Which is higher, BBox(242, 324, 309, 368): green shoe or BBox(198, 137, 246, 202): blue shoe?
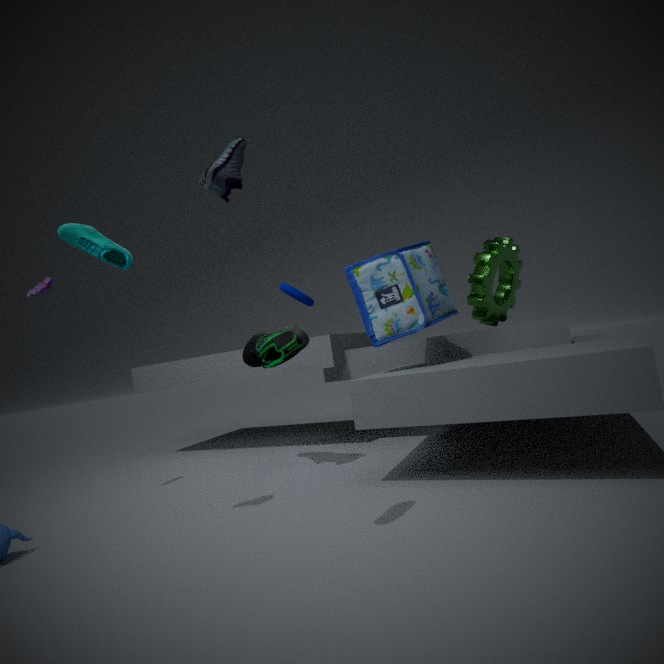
BBox(198, 137, 246, 202): blue shoe
